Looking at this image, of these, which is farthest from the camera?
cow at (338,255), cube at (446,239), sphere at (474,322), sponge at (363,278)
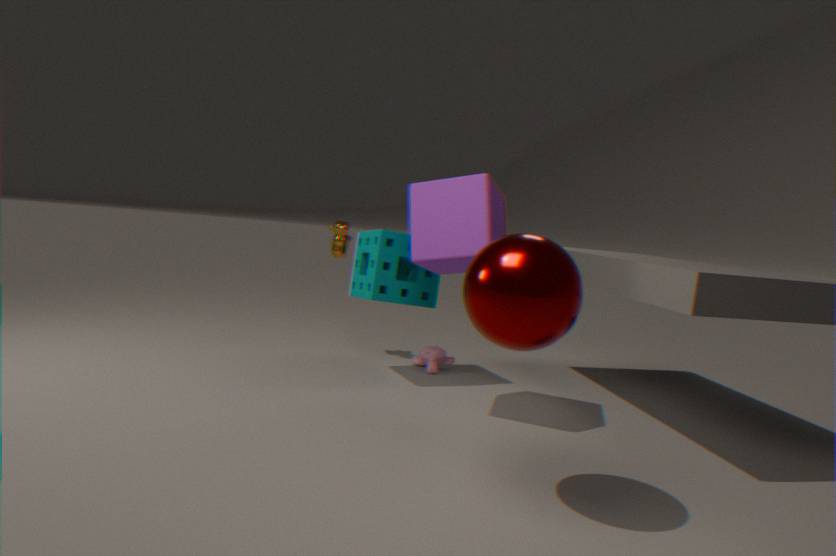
cow at (338,255)
